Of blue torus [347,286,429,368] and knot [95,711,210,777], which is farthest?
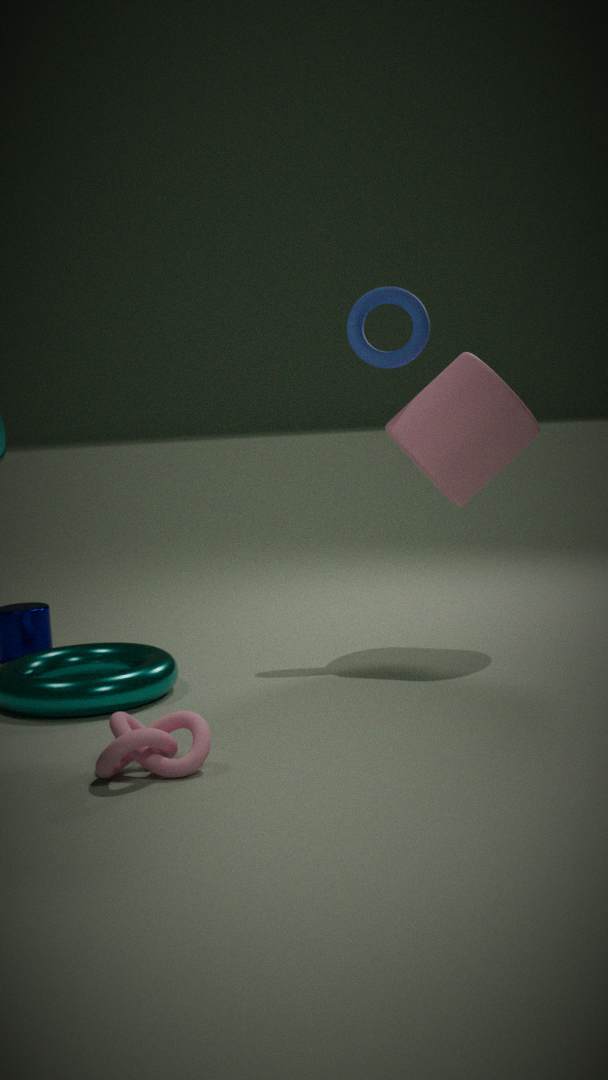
blue torus [347,286,429,368]
